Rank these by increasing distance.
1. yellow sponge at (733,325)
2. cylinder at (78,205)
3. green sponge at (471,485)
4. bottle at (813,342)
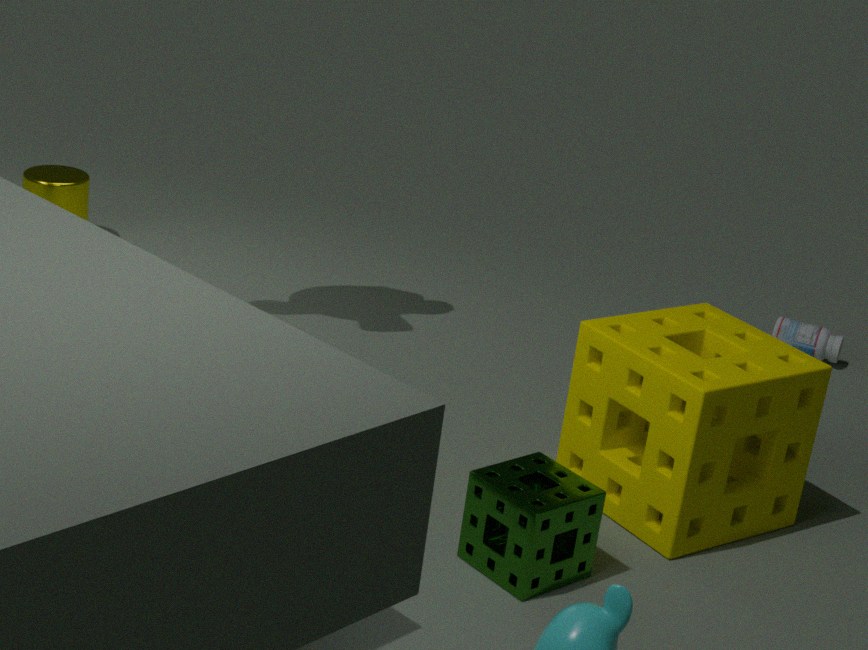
green sponge at (471,485), yellow sponge at (733,325), bottle at (813,342), cylinder at (78,205)
